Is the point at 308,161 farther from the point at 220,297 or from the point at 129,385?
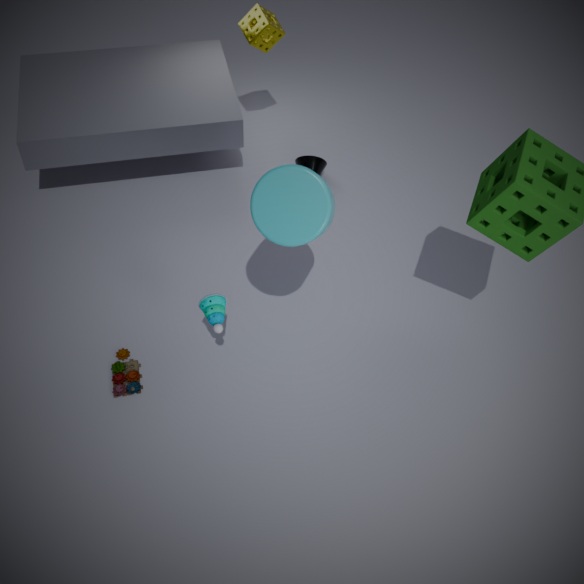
the point at 129,385
